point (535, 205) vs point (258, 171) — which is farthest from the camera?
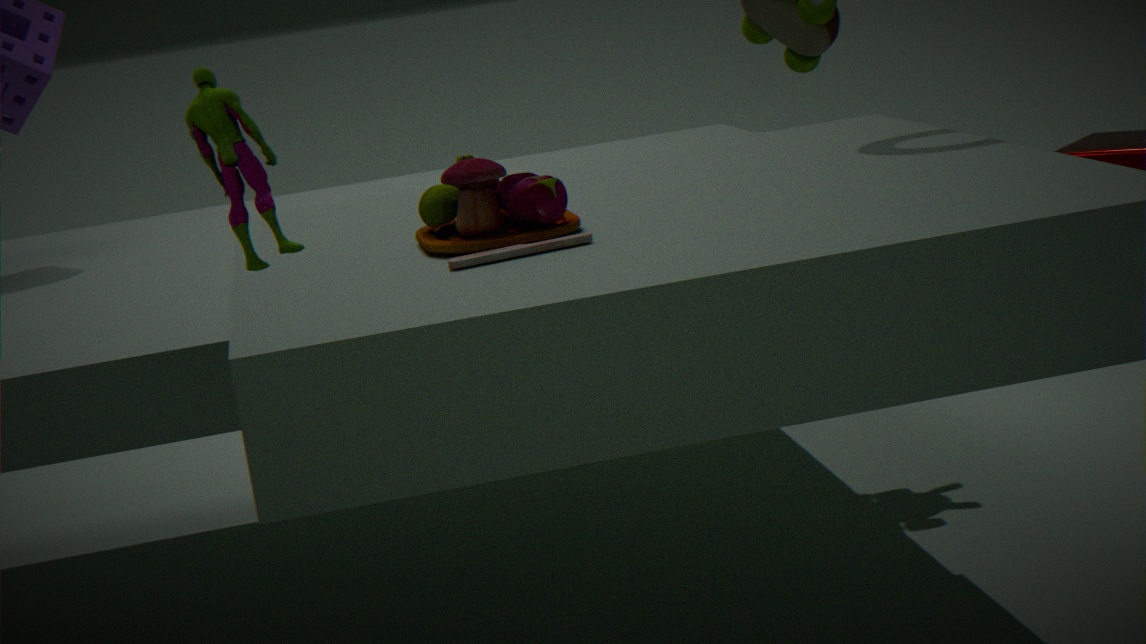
point (535, 205)
